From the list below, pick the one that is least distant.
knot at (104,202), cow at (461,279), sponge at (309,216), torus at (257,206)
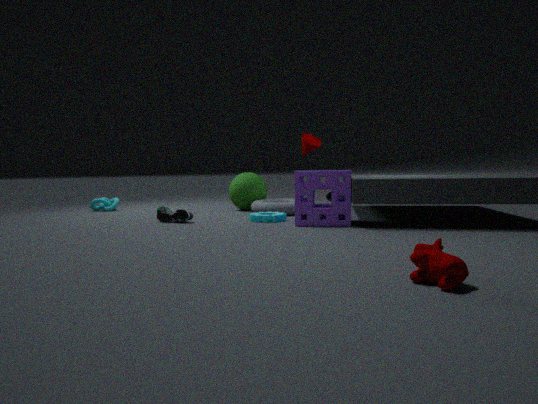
cow at (461,279)
